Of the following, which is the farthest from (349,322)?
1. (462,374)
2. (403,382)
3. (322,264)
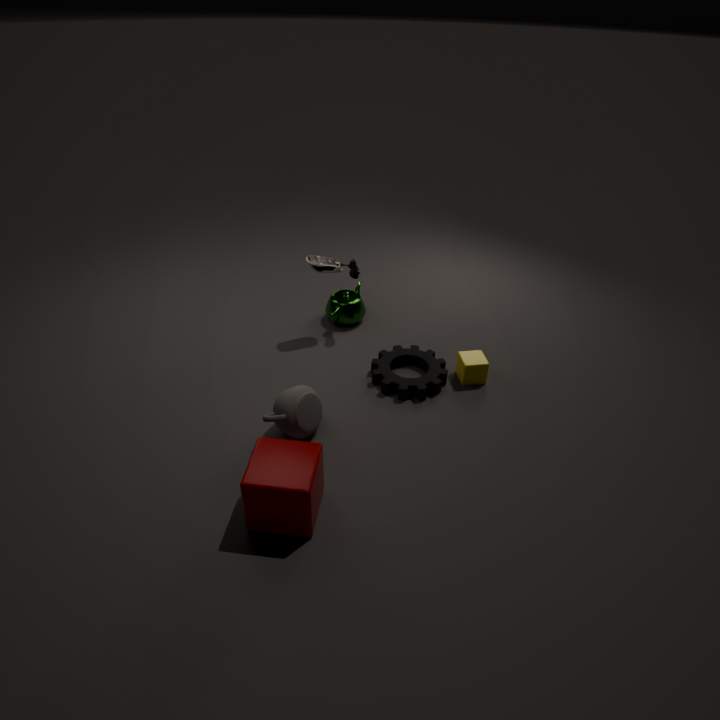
(462,374)
